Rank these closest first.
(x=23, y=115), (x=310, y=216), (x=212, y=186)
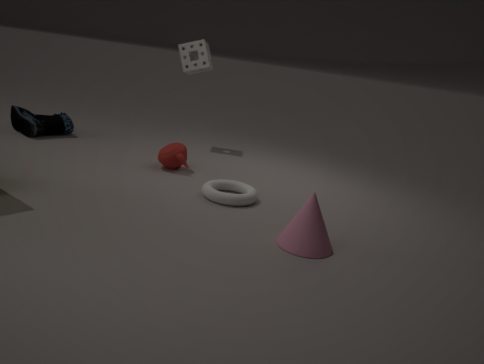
(x=310, y=216), (x=212, y=186), (x=23, y=115)
